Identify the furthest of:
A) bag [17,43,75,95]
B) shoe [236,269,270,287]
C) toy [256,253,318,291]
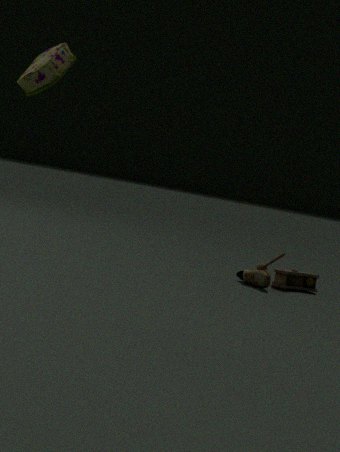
toy [256,253,318,291]
